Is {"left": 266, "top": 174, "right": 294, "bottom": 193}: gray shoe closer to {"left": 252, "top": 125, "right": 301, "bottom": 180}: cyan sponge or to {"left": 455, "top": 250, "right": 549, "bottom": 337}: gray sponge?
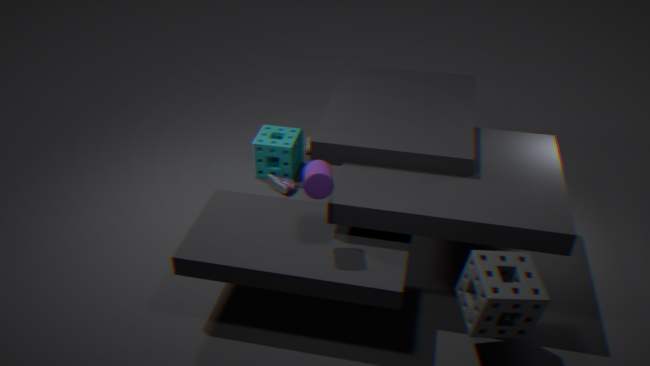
{"left": 252, "top": 125, "right": 301, "bottom": 180}: cyan sponge
